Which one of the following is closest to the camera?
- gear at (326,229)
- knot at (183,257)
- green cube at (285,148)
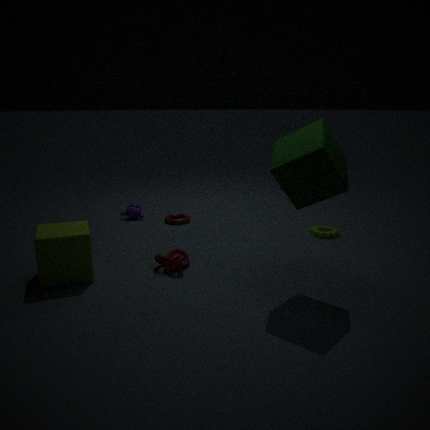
green cube at (285,148)
